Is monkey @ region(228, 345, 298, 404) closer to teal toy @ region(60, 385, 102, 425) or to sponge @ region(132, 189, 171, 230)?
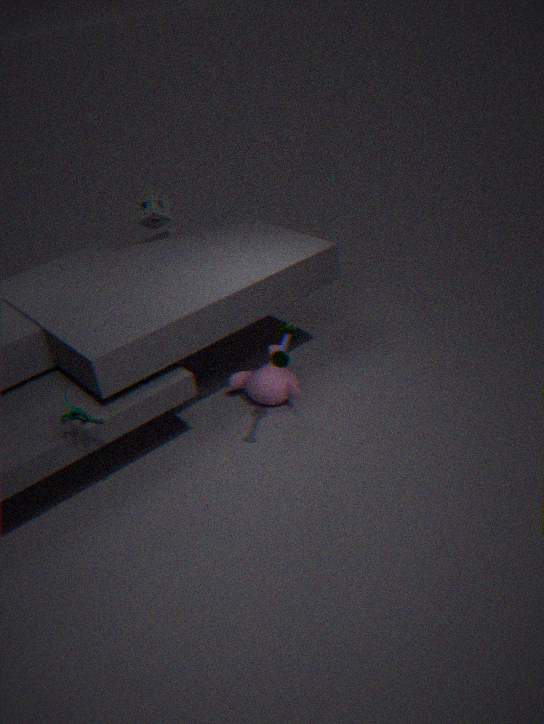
sponge @ region(132, 189, 171, 230)
